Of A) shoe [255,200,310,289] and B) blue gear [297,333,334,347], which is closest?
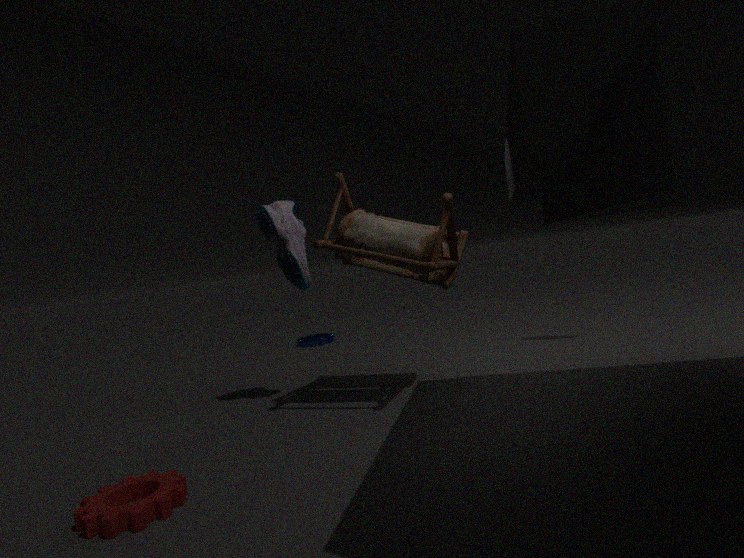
A. shoe [255,200,310,289]
